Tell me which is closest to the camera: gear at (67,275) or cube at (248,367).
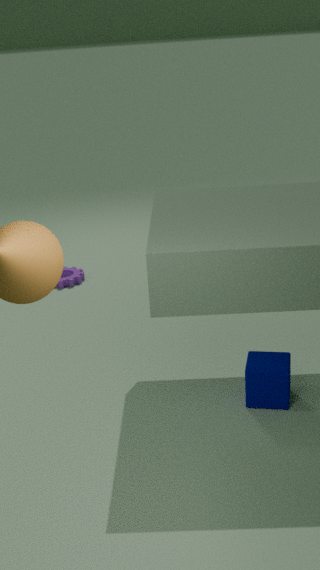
cube at (248,367)
